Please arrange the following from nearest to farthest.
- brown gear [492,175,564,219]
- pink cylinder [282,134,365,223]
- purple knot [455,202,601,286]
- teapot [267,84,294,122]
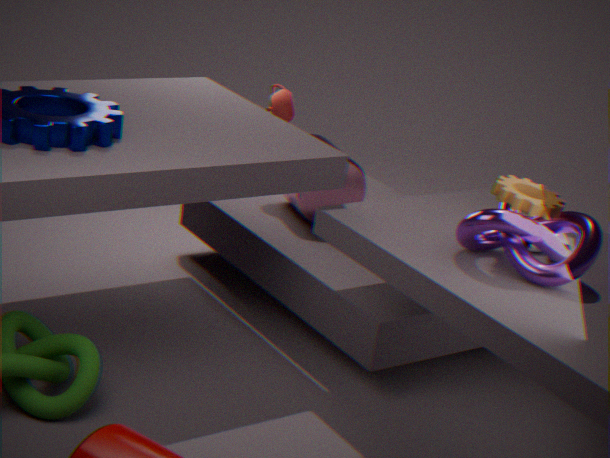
purple knot [455,202,601,286] < brown gear [492,175,564,219] < pink cylinder [282,134,365,223] < teapot [267,84,294,122]
